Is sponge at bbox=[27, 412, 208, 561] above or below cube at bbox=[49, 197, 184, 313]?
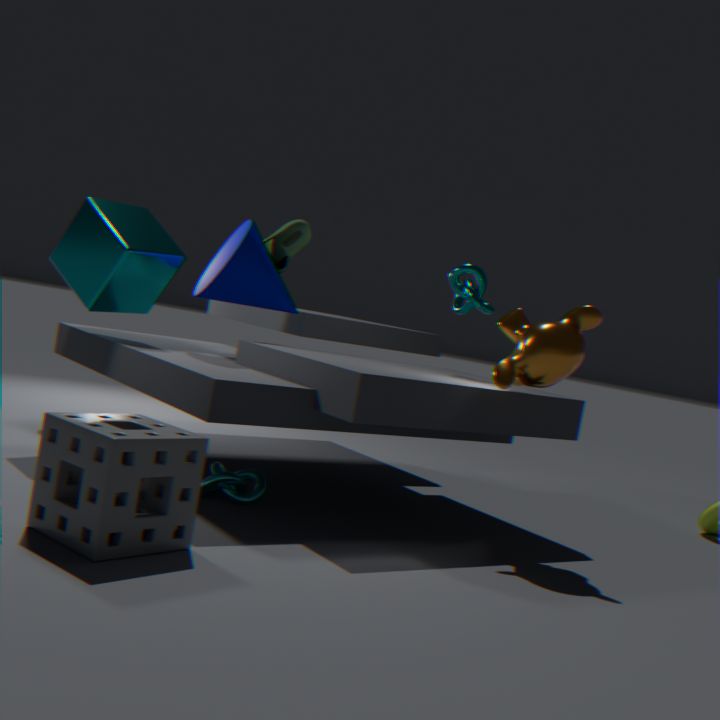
below
